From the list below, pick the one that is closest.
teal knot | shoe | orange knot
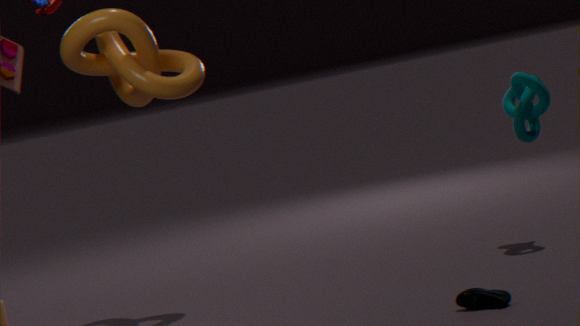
shoe
